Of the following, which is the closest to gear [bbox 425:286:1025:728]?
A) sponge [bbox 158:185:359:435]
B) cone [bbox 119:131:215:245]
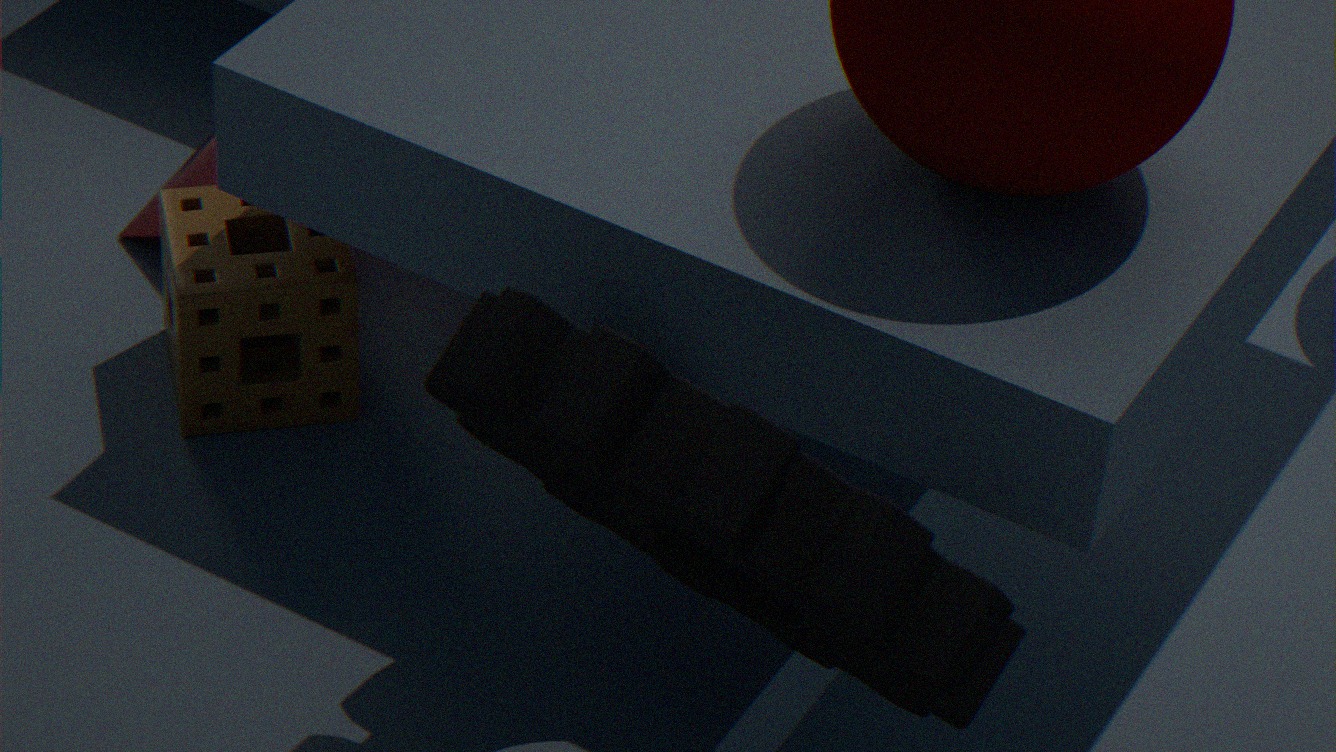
sponge [bbox 158:185:359:435]
